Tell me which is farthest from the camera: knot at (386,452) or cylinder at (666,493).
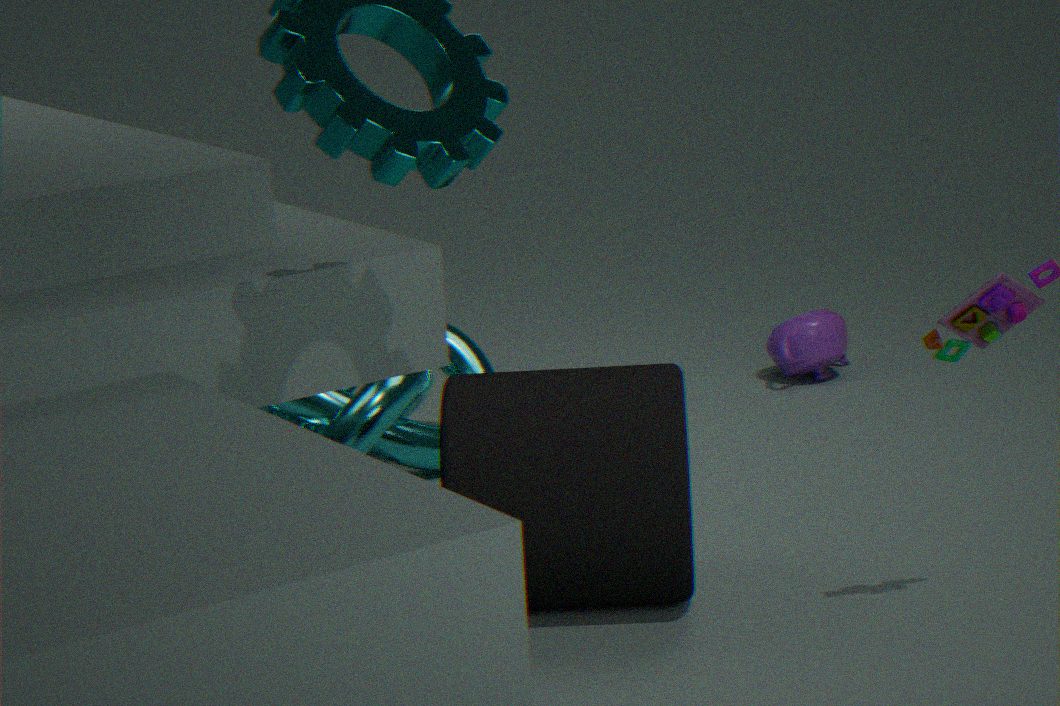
knot at (386,452)
